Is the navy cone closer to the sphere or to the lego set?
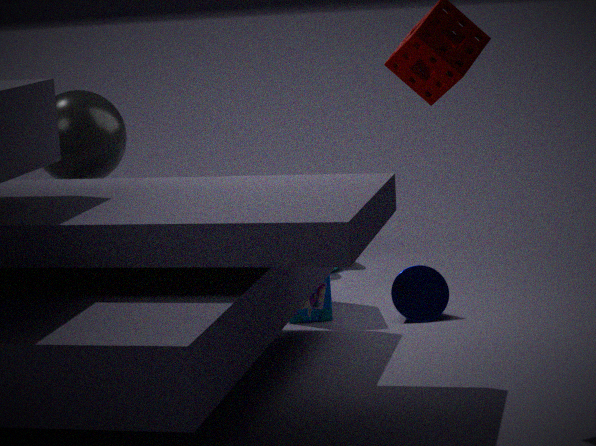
the lego set
